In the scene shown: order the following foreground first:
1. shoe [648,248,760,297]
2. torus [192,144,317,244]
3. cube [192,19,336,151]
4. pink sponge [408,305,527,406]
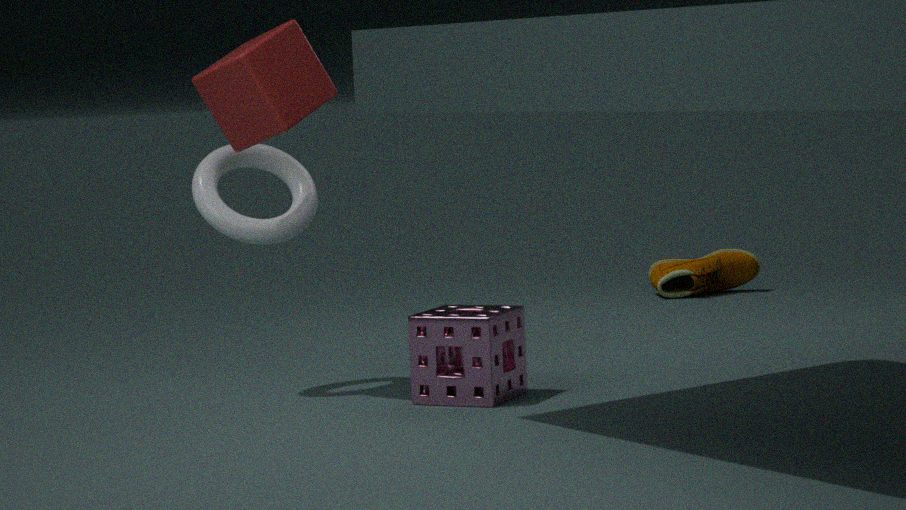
pink sponge [408,305,527,406]
cube [192,19,336,151]
torus [192,144,317,244]
shoe [648,248,760,297]
